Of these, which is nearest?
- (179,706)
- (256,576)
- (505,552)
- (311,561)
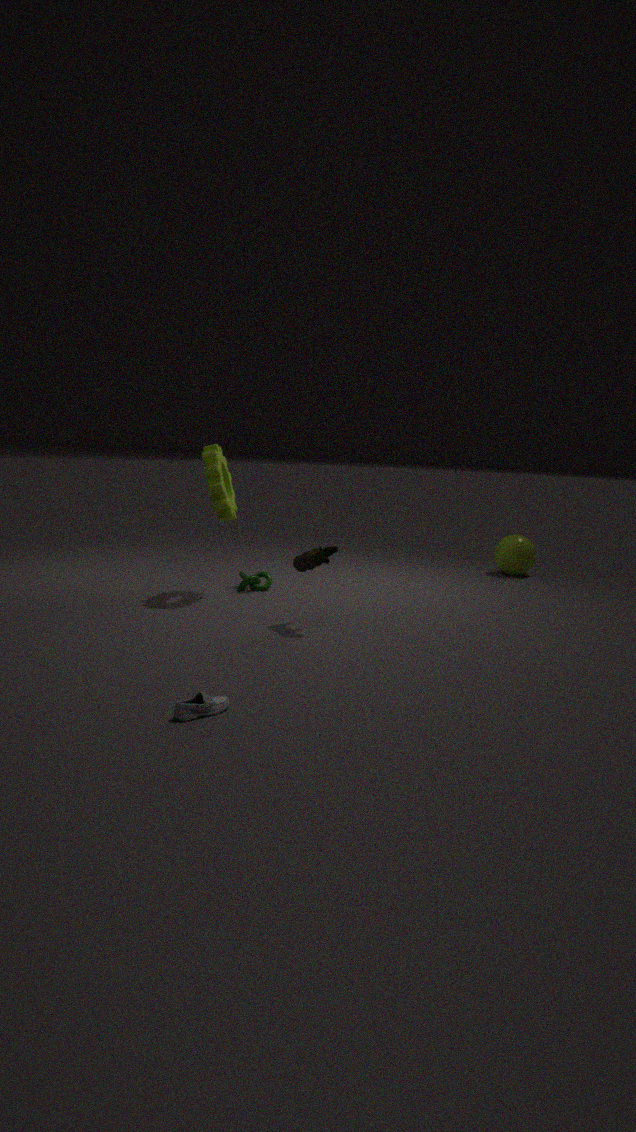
(179,706)
